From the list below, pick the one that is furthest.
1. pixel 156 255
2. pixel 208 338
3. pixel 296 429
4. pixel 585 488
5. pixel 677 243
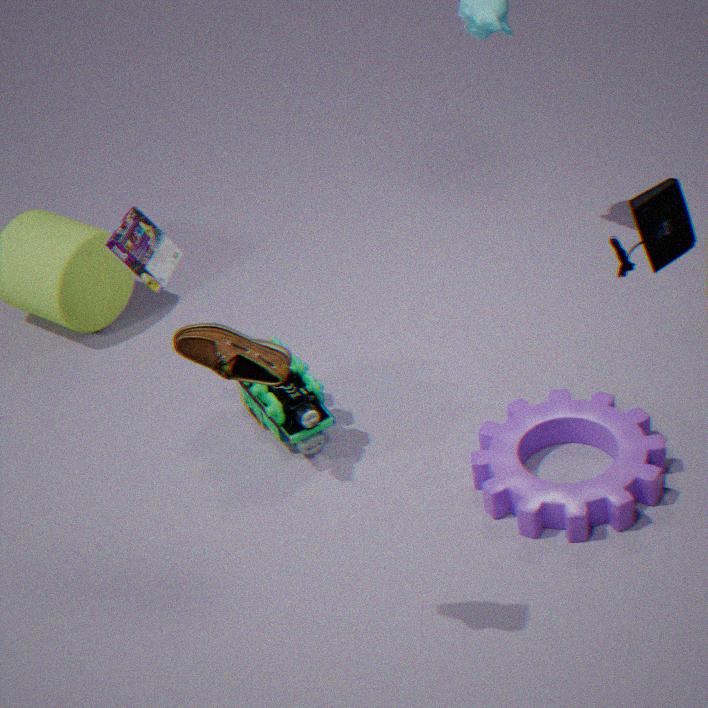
pixel 296 429
